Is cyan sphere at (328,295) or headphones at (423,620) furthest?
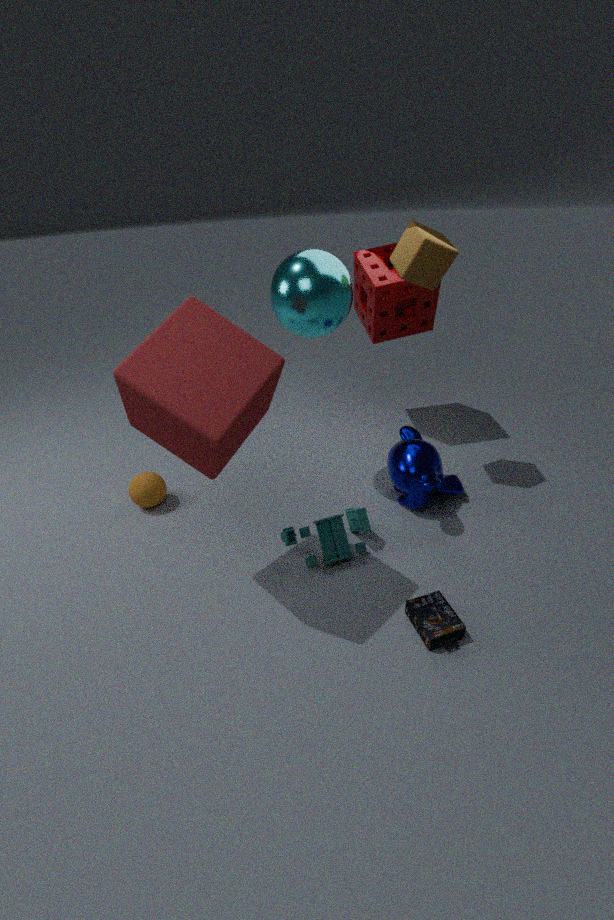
cyan sphere at (328,295)
